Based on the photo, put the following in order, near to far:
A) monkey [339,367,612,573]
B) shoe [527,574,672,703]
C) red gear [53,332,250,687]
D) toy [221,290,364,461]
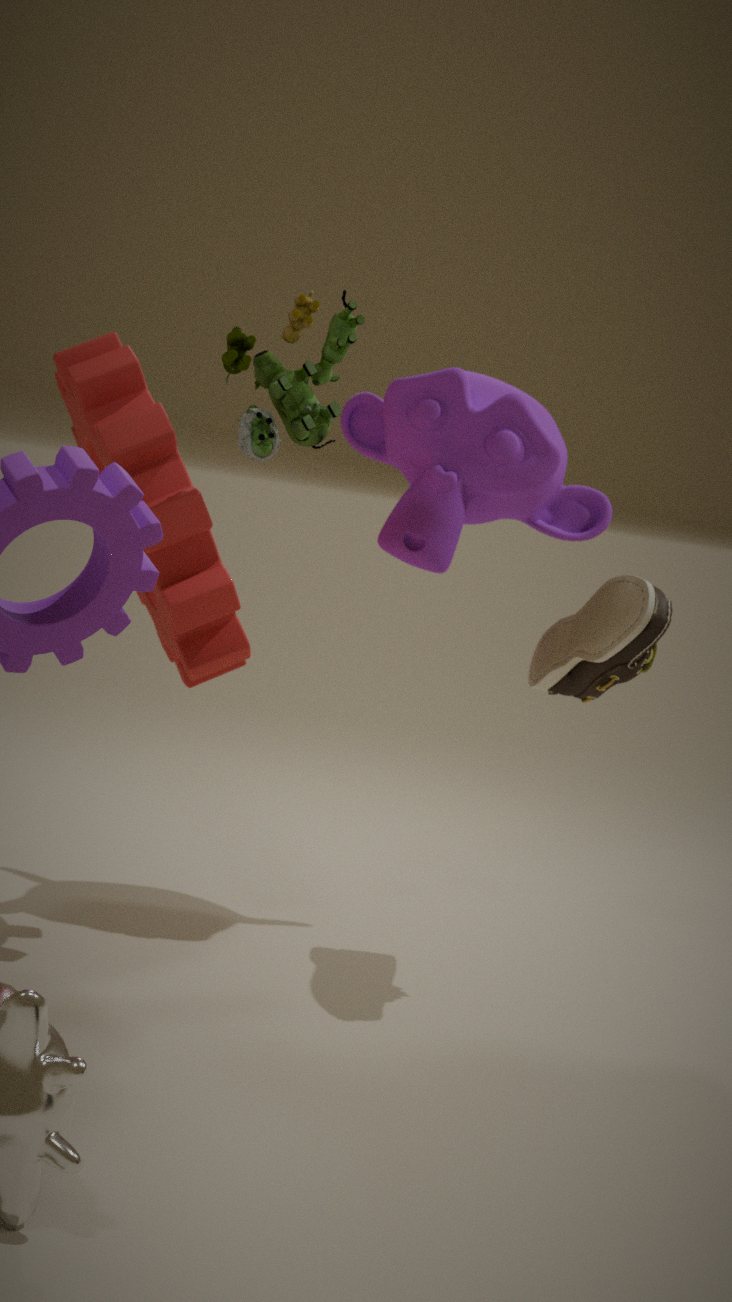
toy [221,290,364,461]
red gear [53,332,250,687]
shoe [527,574,672,703]
monkey [339,367,612,573]
